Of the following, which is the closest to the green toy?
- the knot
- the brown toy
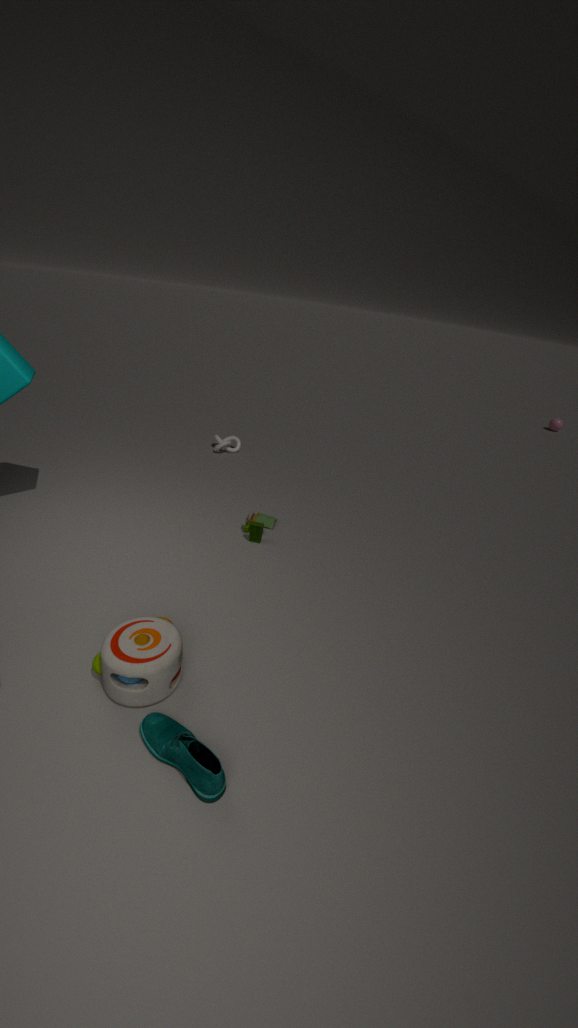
the brown toy
